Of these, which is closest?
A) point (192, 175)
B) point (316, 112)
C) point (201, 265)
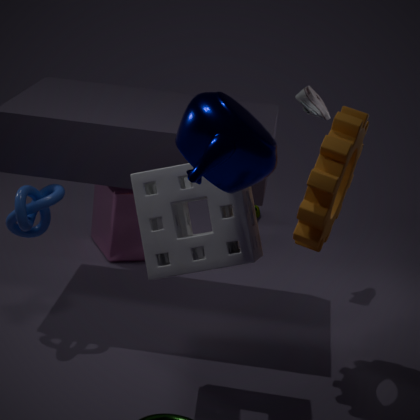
point (192, 175)
